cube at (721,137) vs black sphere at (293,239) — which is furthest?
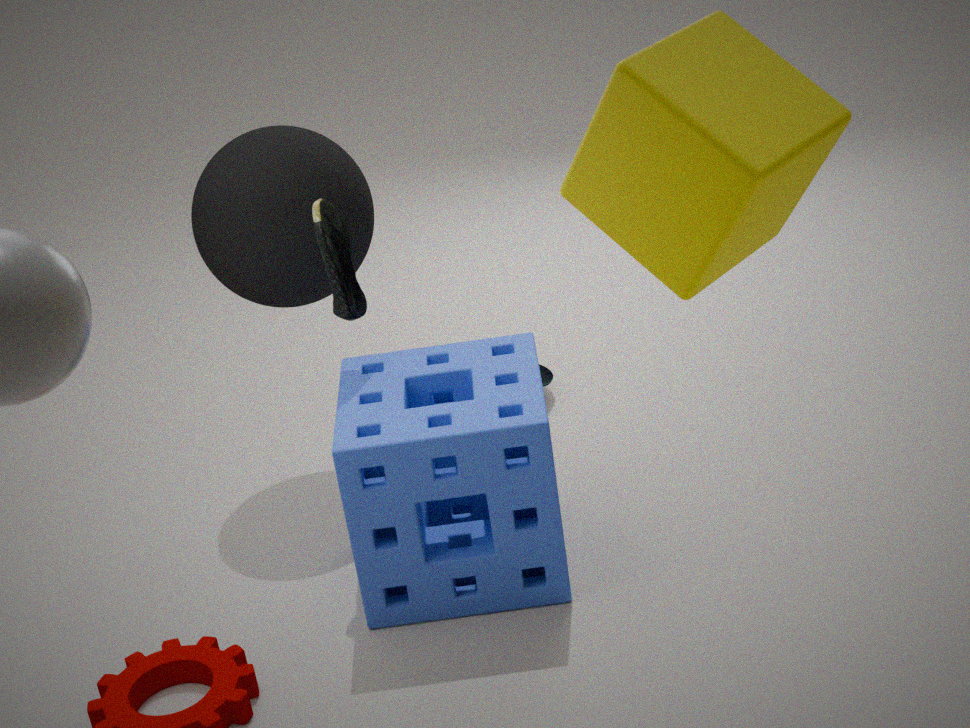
black sphere at (293,239)
